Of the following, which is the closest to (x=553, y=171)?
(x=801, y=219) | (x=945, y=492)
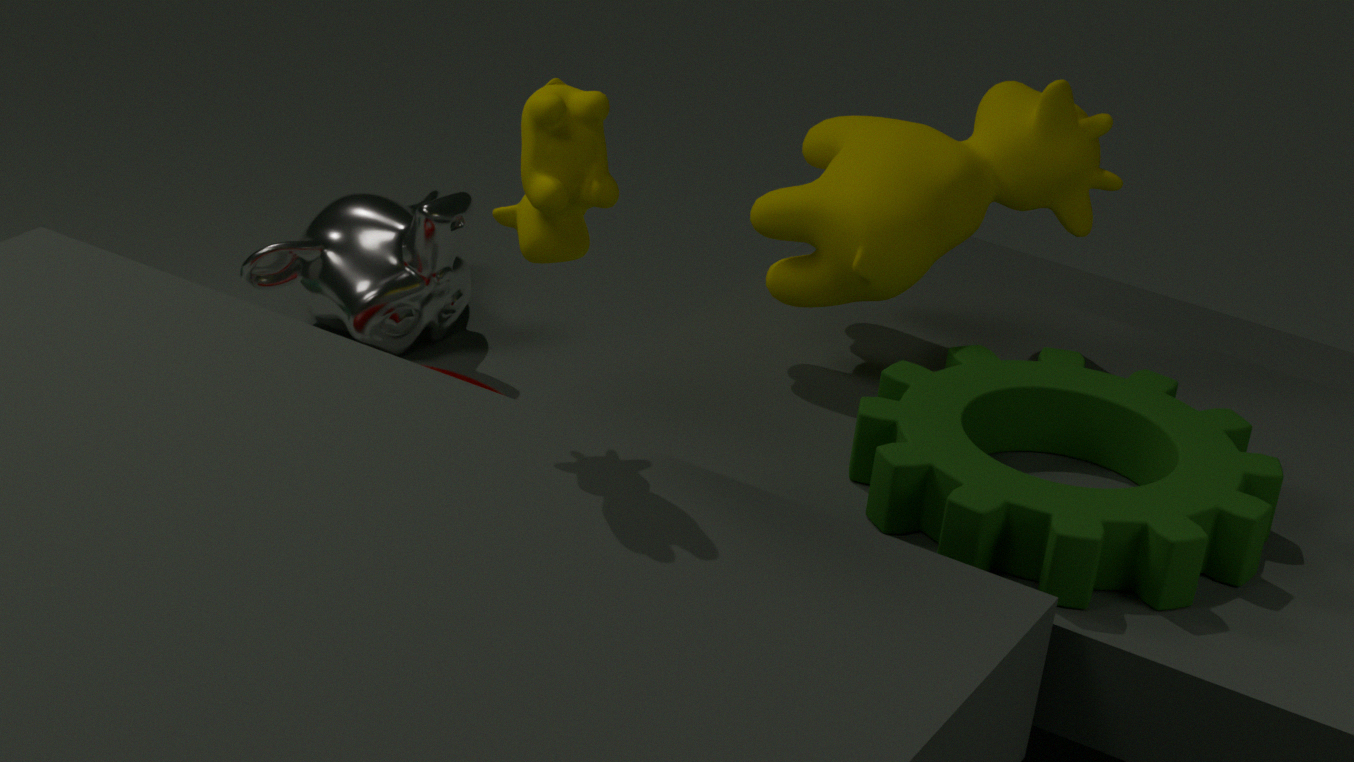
(x=801, y=219)
